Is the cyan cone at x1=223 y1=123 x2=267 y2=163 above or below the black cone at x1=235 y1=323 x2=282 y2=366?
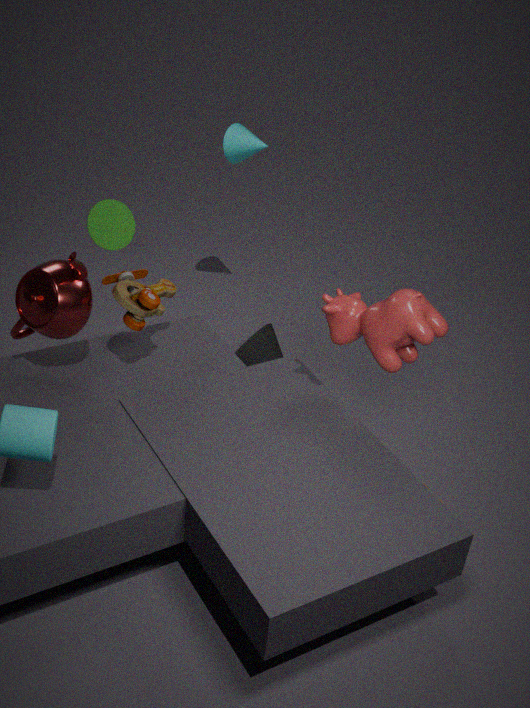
above
